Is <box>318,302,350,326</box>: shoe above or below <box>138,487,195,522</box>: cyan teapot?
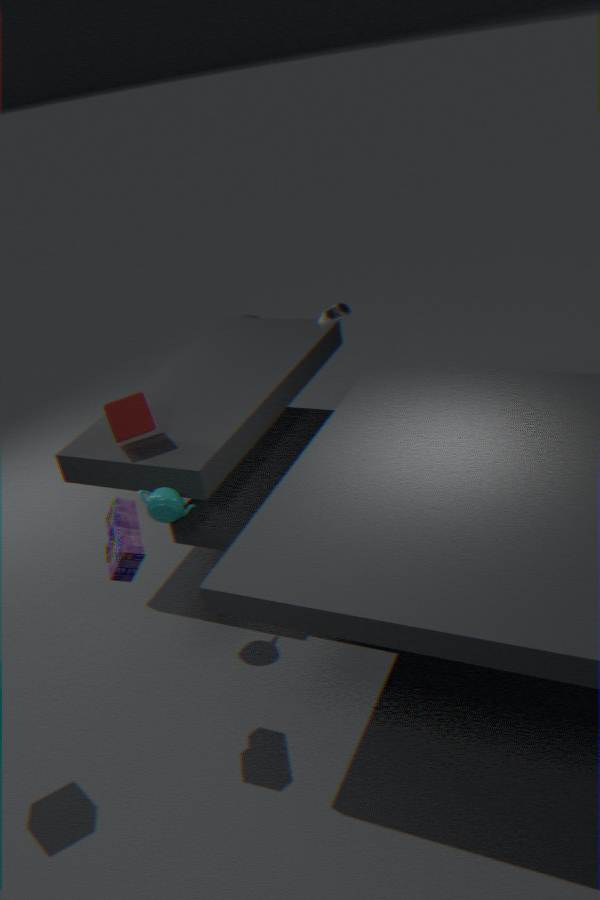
above
